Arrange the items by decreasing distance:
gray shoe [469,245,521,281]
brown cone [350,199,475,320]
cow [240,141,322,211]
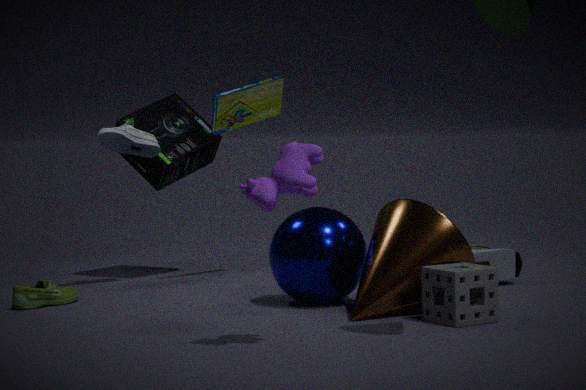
gray shoe [469,245,521,281]
brown cone [350,199,475,320]
cow [240,141,322,211]
